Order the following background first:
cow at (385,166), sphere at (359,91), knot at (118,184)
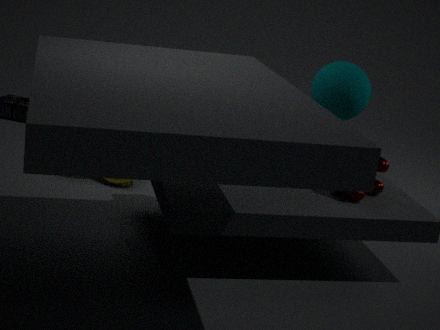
knot at (118,184) < sphere at (359,91) < cow at (385,166)
